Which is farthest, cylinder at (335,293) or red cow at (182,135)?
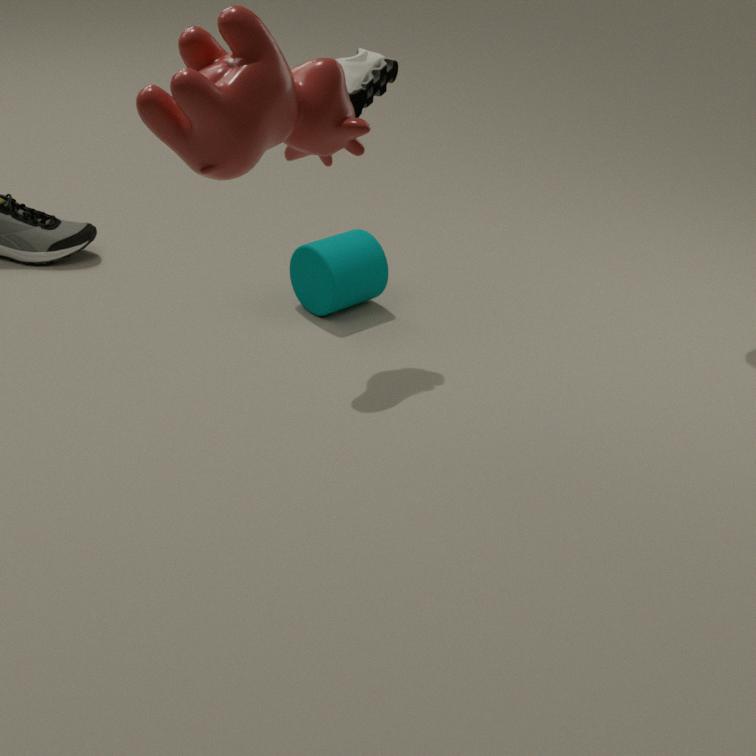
cylinder at (335,293)
